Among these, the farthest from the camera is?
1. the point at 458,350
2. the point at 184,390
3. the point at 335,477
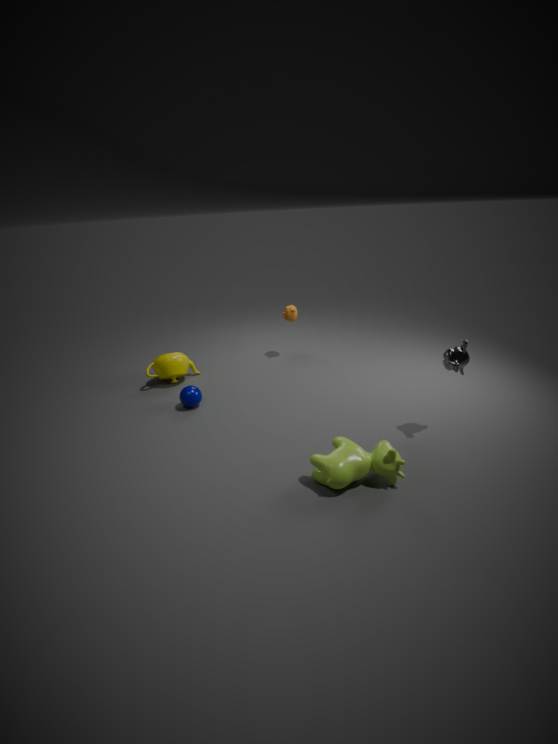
the point at 184,390
